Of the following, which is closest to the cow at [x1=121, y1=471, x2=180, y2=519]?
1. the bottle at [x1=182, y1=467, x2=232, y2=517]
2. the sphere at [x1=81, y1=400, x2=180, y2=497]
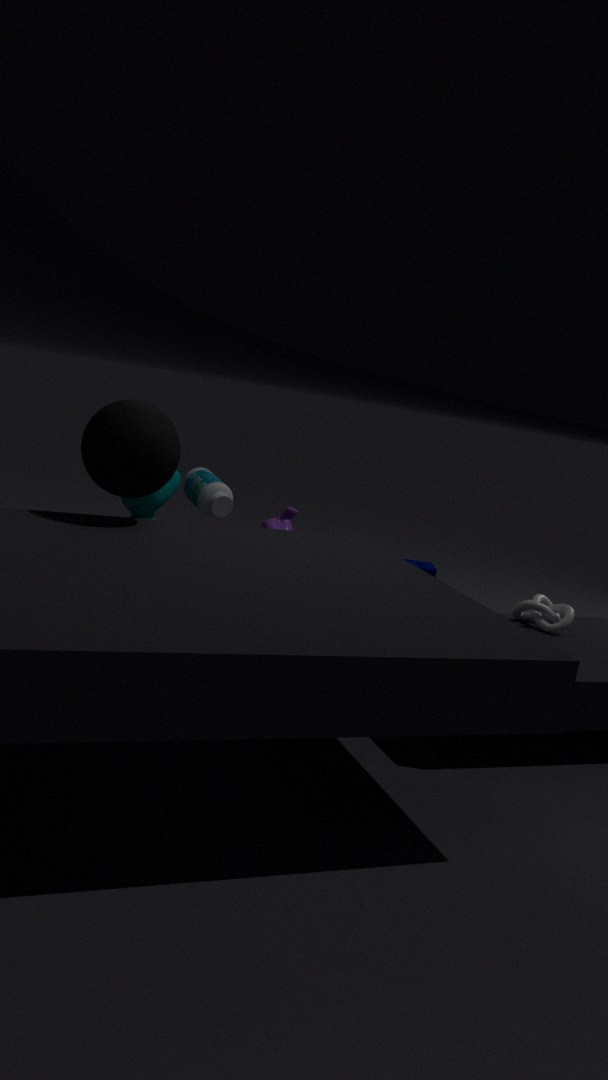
the bottle at [x1=182, y1=467, x2=232, y2=517]
